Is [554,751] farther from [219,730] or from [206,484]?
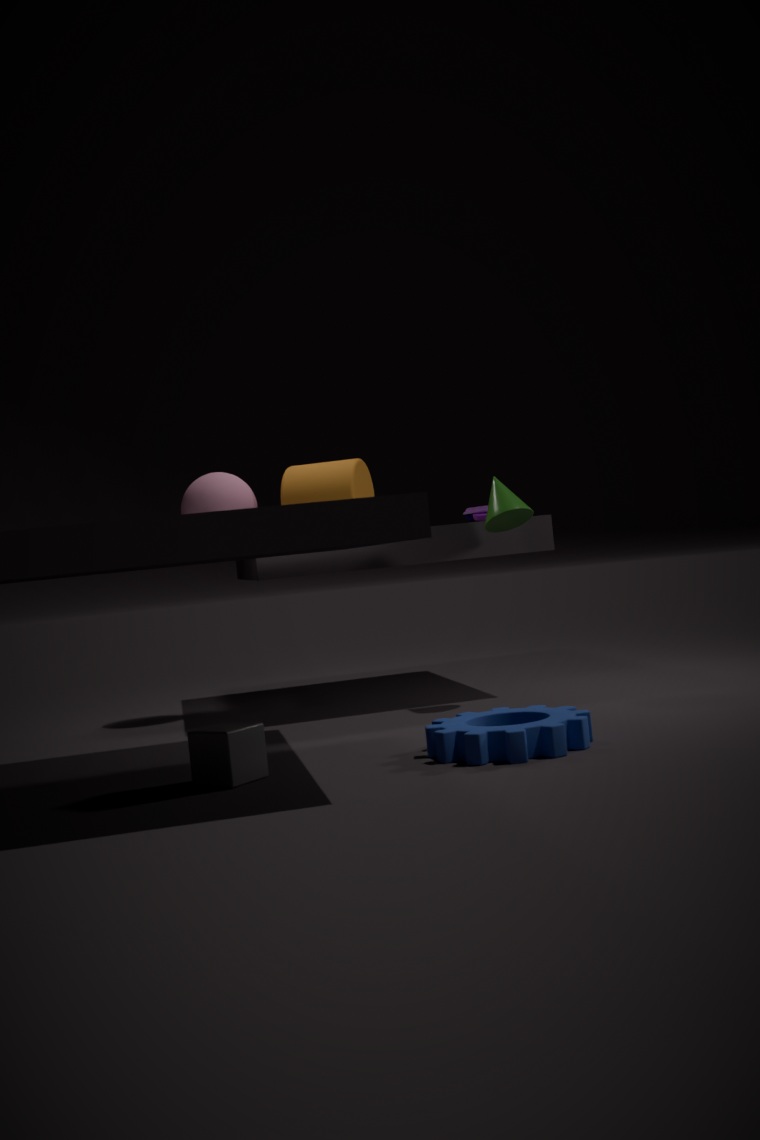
[206,484]
